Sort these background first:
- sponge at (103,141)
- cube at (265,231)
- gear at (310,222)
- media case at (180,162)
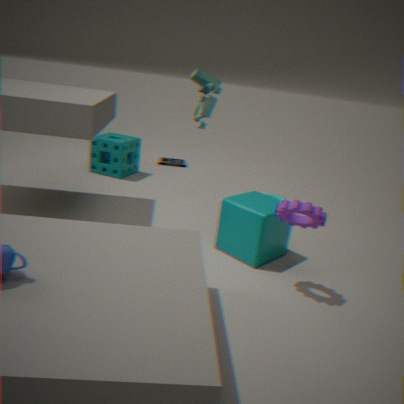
media case at (180,162) → sponge at (103,141) → cube at (265,231) → gear at (310,222)
